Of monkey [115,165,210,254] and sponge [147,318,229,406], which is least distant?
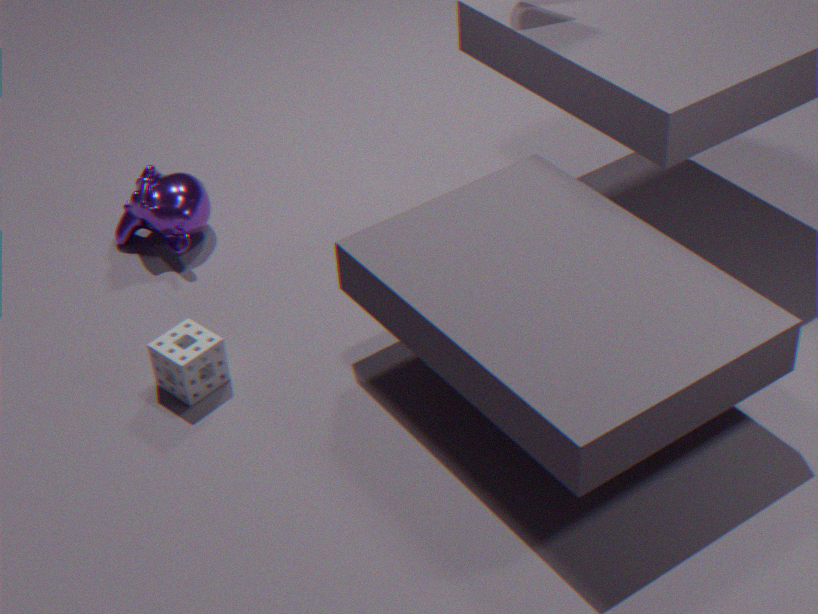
sponge [147,318,229,406]
